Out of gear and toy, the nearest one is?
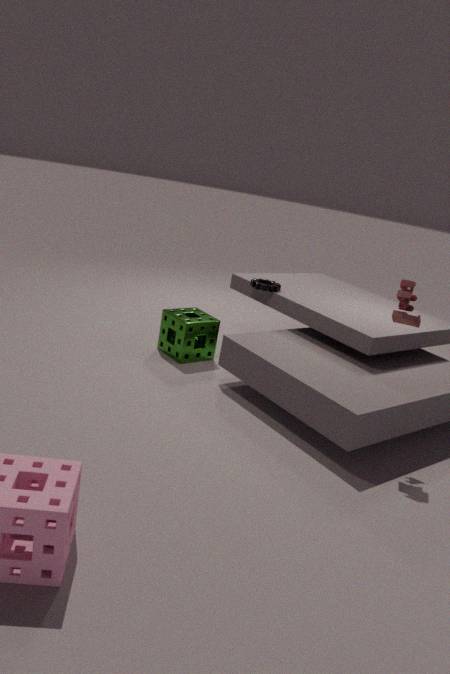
toy
